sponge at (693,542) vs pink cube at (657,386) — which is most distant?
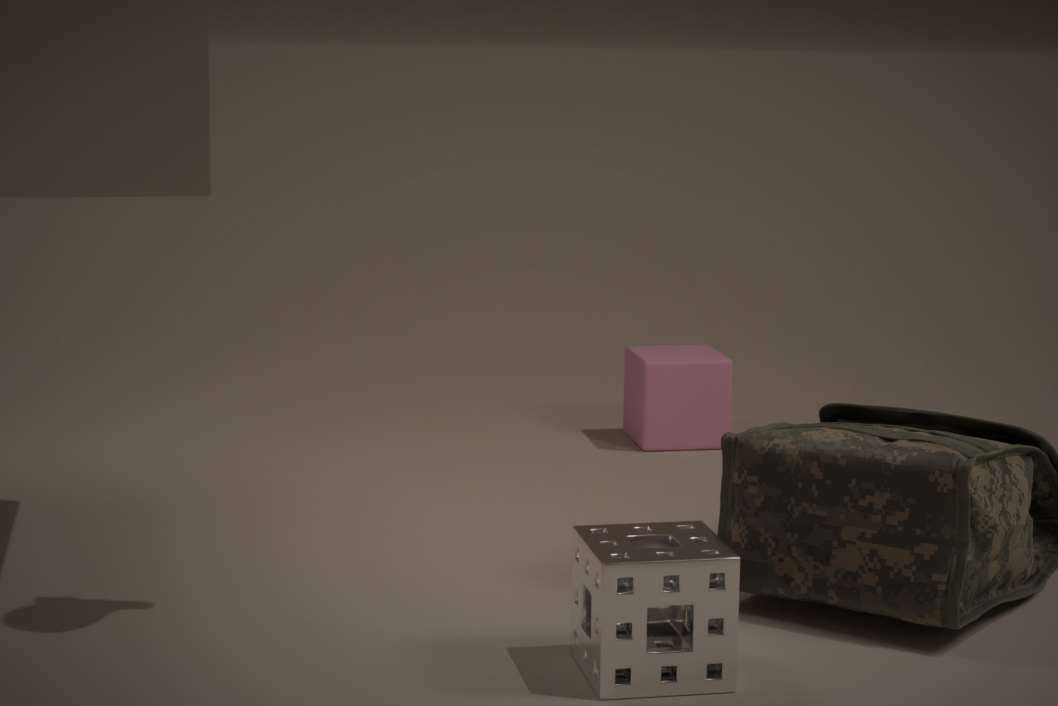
pink cube at (657,386)
